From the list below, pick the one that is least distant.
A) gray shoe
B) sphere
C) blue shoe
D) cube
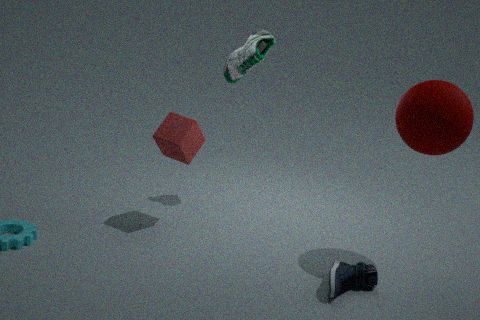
C. blue shoe
